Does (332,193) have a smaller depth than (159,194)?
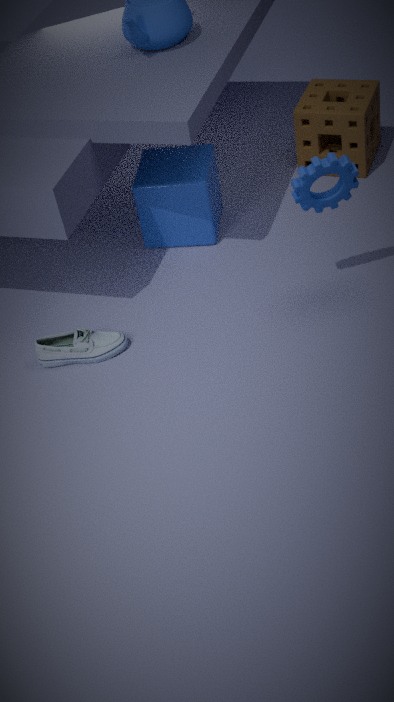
Yes
